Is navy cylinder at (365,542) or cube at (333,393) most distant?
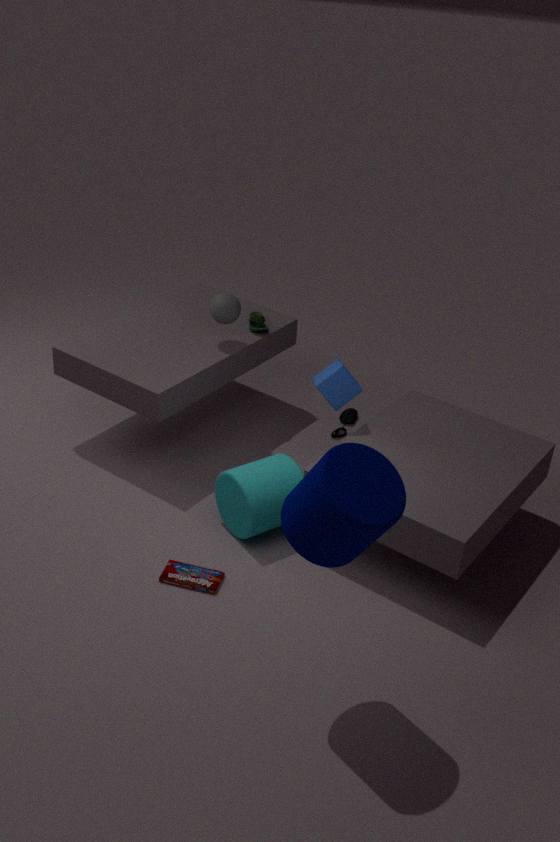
cube at (333,393)
